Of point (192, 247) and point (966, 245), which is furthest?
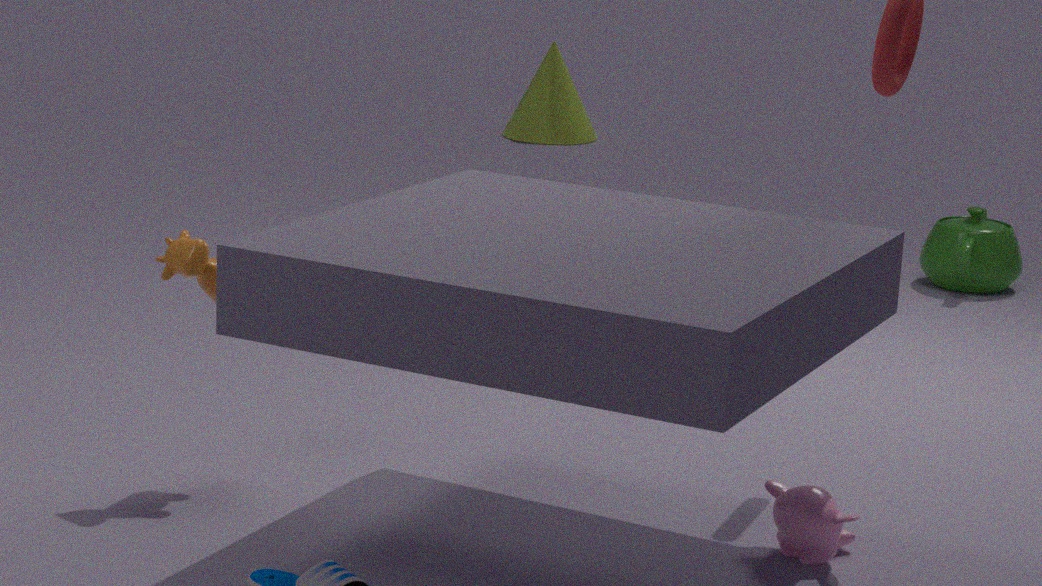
point (966, 245)
